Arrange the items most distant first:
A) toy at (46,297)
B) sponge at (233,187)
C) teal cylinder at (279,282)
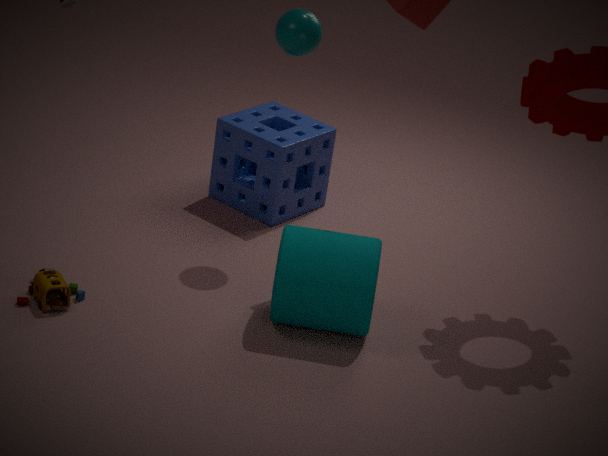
1. sponge at (233,187)
2. toy at (46,297)
3. teal cylinder at (279,282)
